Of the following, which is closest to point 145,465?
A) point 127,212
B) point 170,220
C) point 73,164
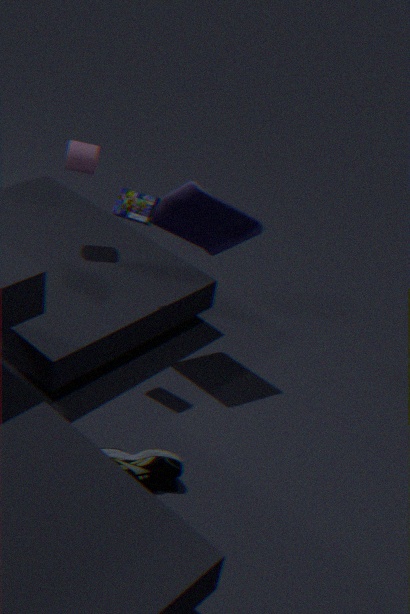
point 127,212
